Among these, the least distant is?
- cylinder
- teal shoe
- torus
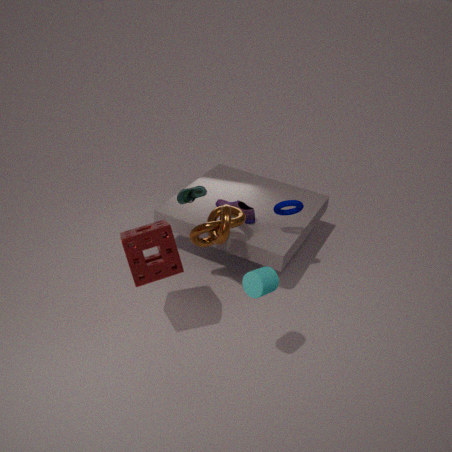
cylinder
